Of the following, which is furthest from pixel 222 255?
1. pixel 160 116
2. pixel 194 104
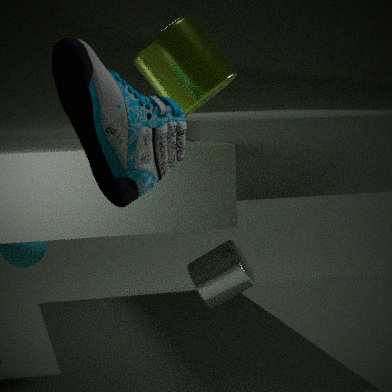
pixel 160 116
